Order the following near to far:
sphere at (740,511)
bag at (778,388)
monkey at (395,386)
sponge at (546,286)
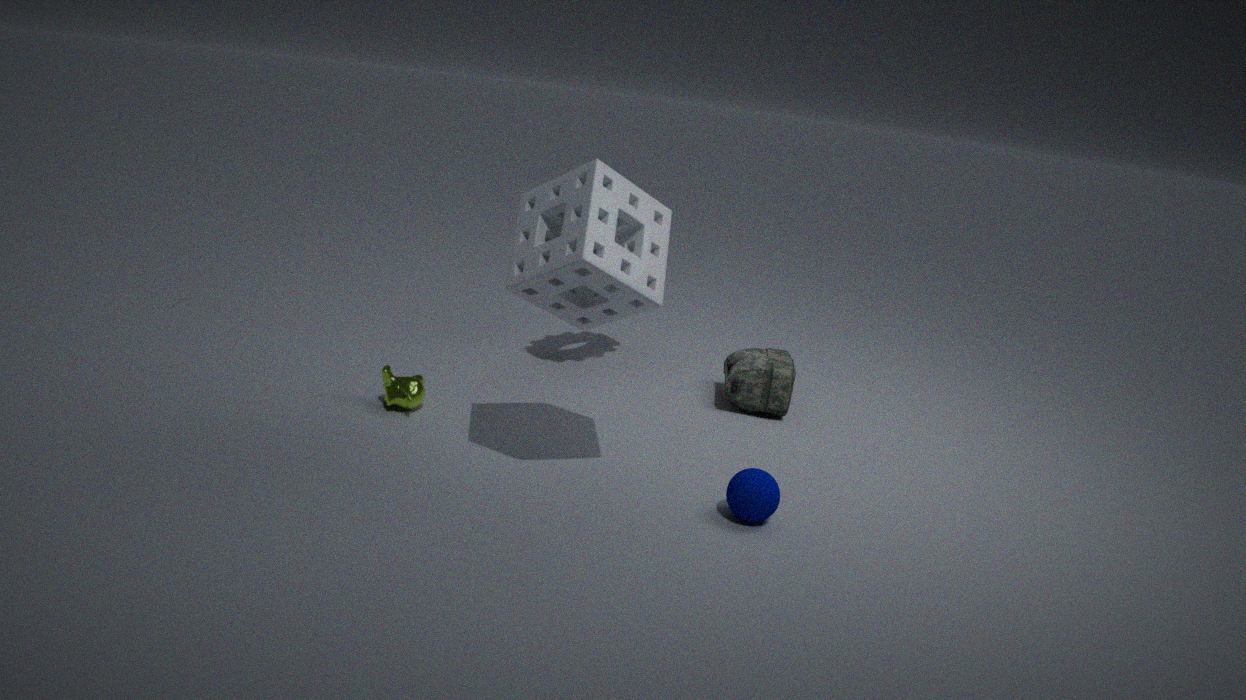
sponge at (546,286) < sphere at (740,511) < monkey at (395,386) < bag at (778,388)
